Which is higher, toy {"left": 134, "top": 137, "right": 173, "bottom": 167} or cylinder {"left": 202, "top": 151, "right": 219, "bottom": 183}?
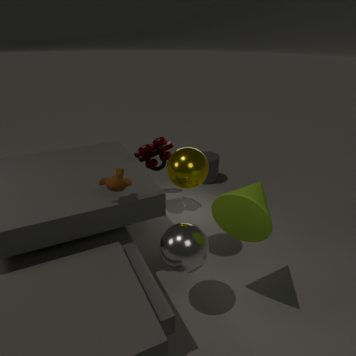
toy {"left": 134, "top": 137, "right": 173, "bottom": 167}
